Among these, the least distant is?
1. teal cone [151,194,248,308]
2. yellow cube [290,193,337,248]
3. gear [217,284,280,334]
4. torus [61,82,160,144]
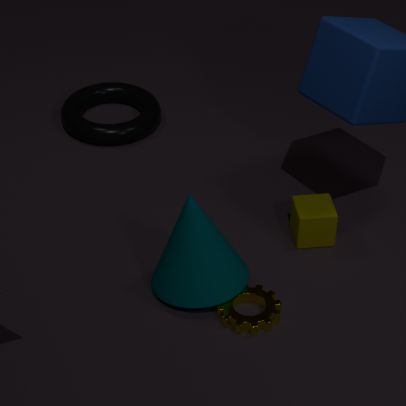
gear [217,284,280,334]
